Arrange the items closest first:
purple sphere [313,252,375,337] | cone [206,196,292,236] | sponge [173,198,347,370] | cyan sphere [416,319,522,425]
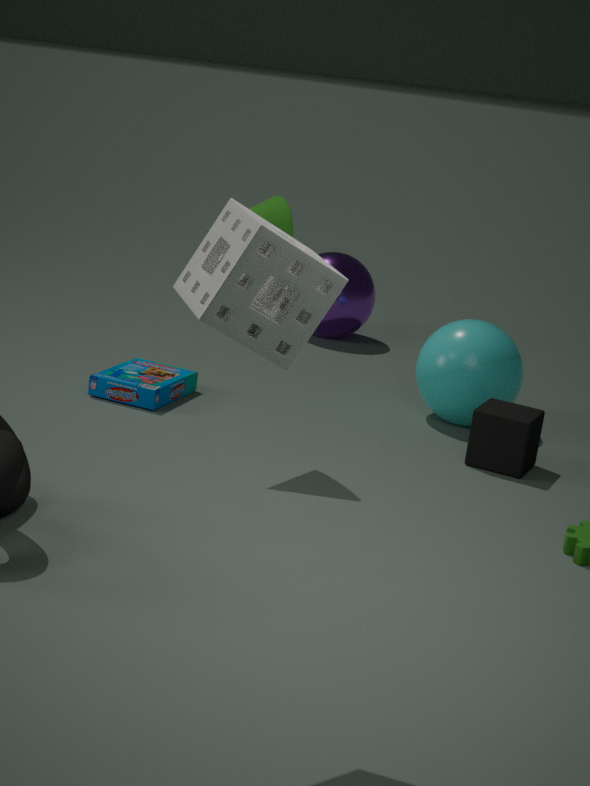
1. sponge [173,198,347,370]
2. cone [206,196,292,236]
3. cyan sphere [416,319,522,425]
4. purple sphere [313,252,375,337]
